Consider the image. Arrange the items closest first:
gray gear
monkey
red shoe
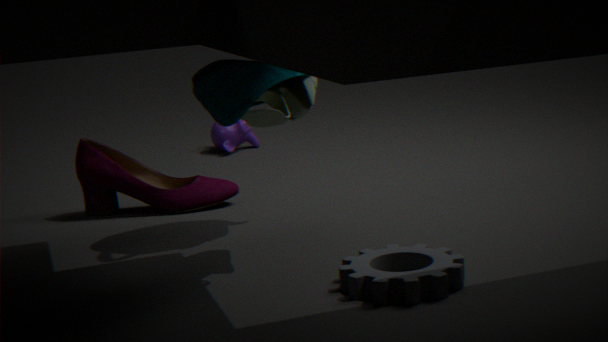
gray gear
red shoe
monkey
